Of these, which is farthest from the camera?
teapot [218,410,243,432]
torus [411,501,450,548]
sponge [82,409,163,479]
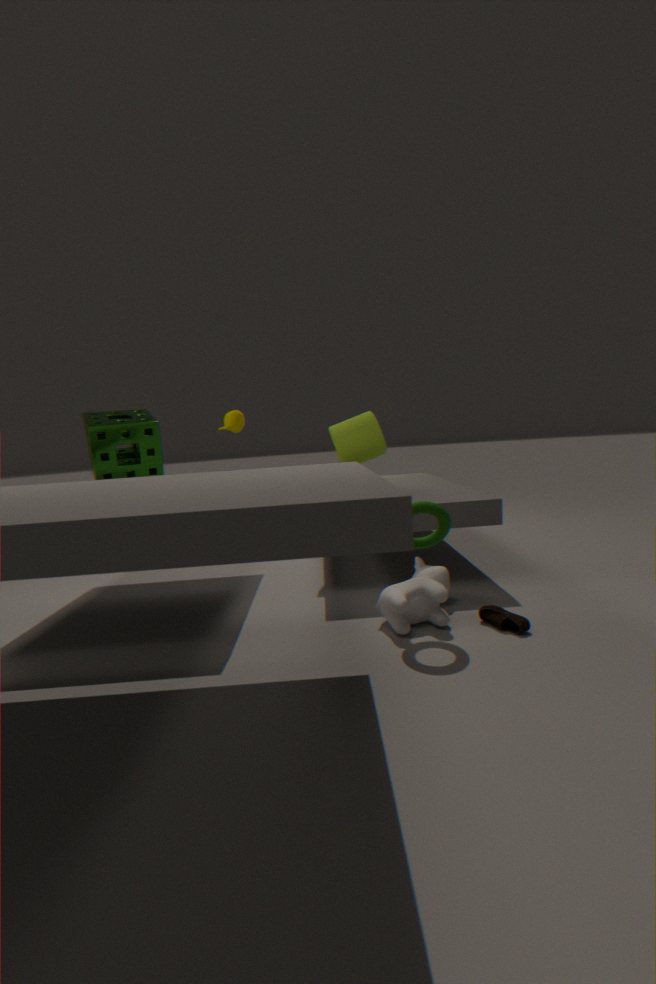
teapot [218,410,243,432]
